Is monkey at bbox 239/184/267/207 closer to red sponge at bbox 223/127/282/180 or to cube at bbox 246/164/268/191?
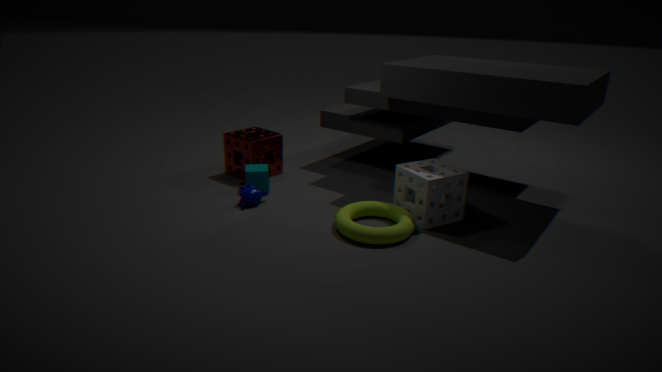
cube at bbox 246/164/268/191
